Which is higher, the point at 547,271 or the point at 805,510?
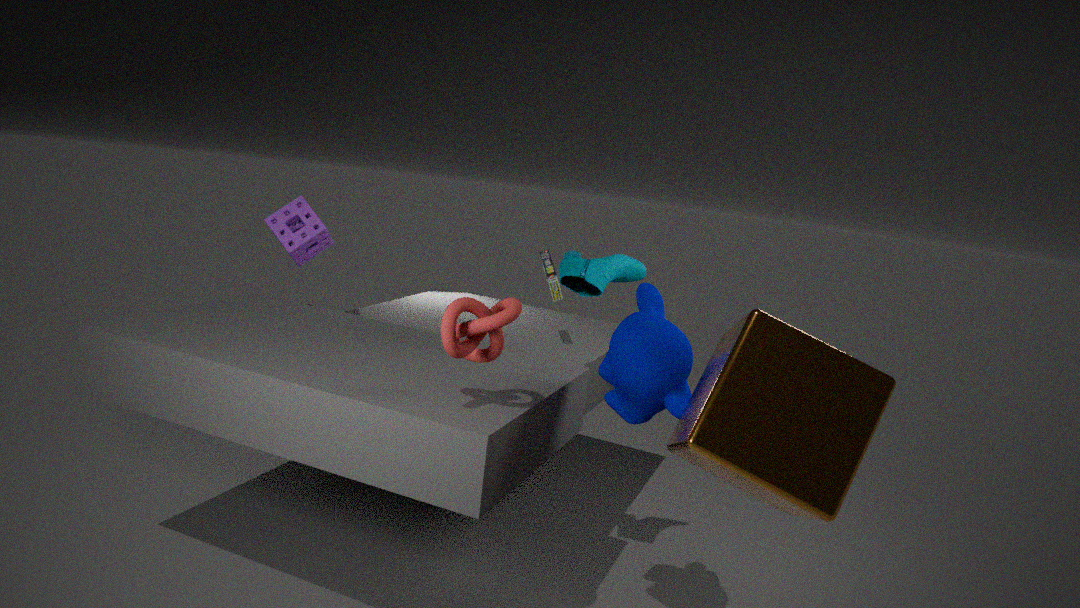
the point at 547,271
